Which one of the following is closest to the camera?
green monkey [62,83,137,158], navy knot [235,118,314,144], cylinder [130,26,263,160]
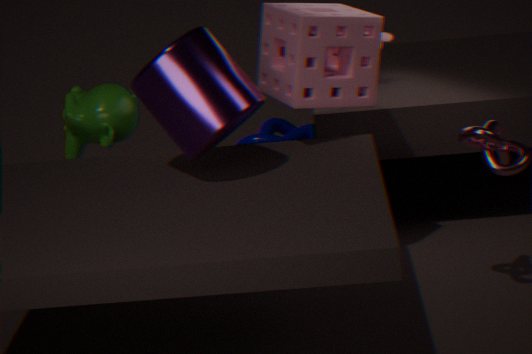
cylinder [130,26,263,160]
